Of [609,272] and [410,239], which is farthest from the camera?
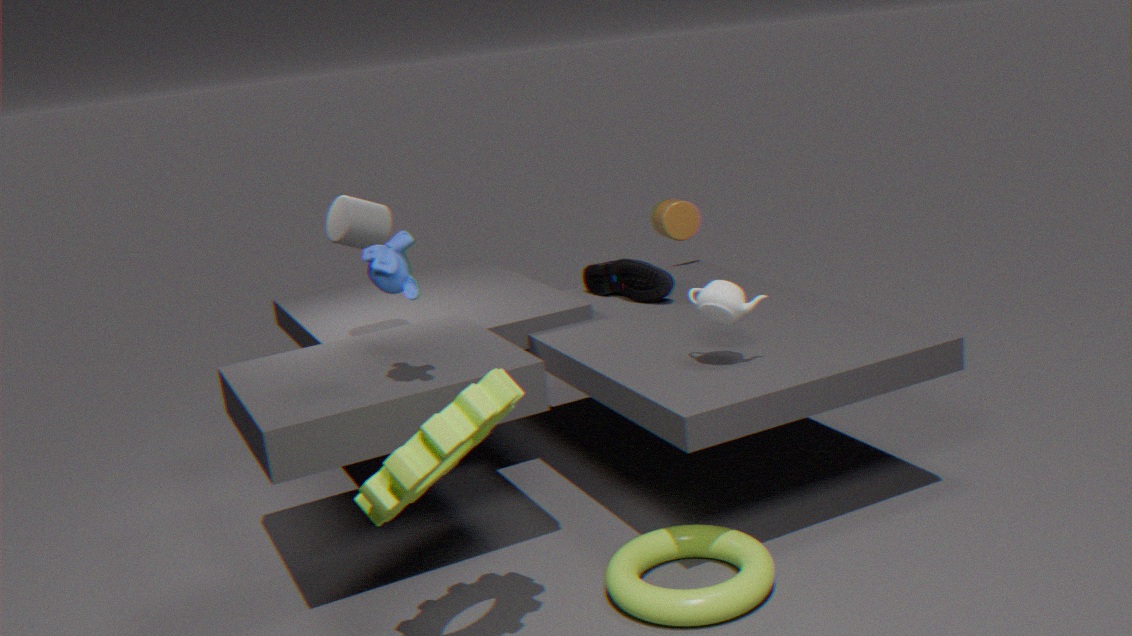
[609,272]
